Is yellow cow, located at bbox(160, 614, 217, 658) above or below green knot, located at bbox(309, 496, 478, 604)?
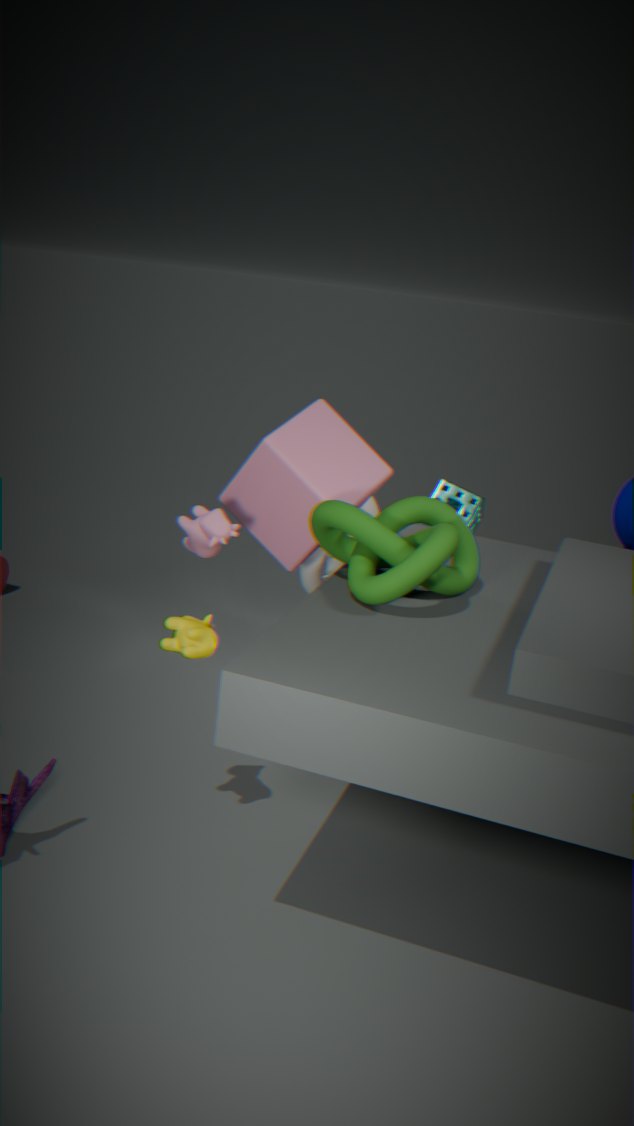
below
